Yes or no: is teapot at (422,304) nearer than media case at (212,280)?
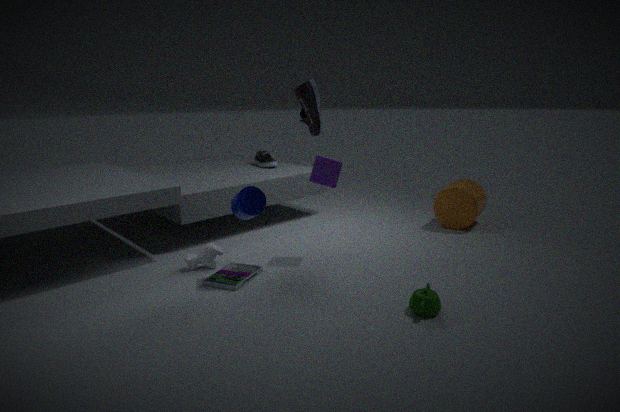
Yes
